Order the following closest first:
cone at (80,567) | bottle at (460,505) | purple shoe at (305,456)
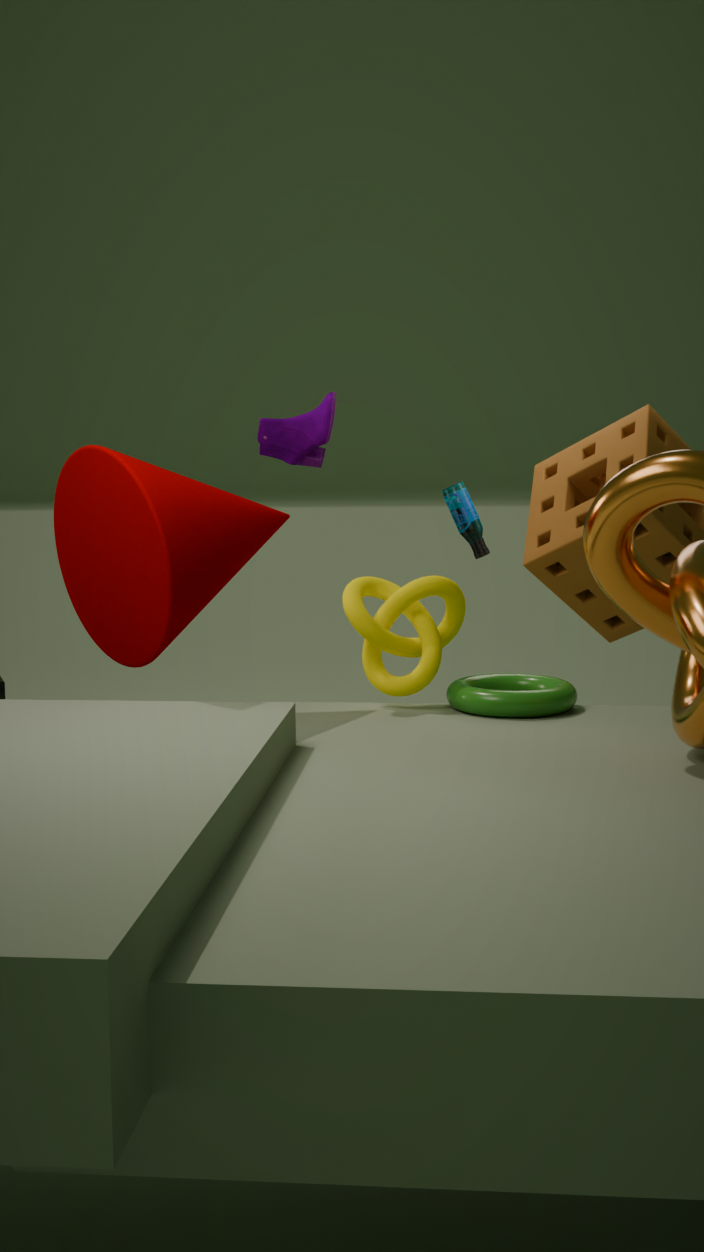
cone at (80,567) → purple shoe at (305,456) → bottle at (460,505)
